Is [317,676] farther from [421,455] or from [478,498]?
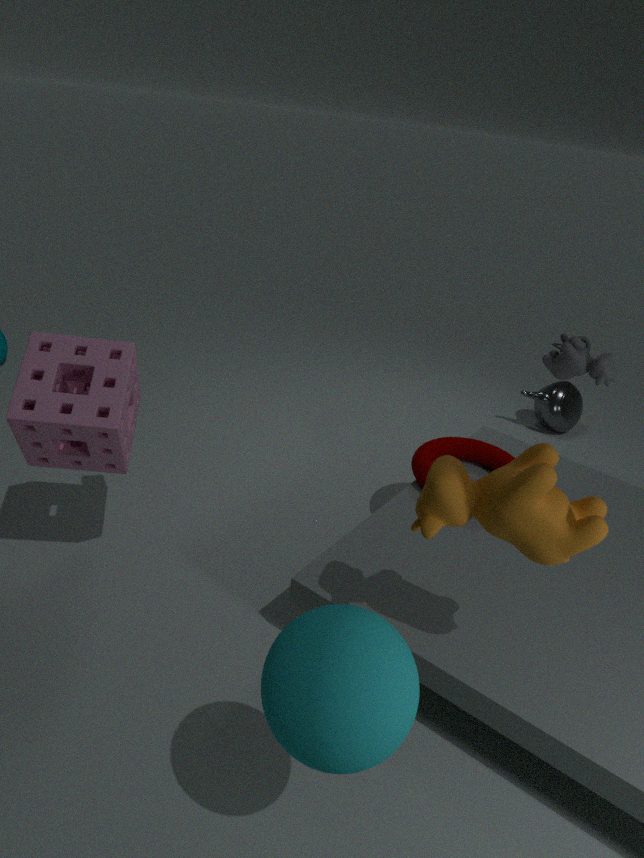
[421,455]
